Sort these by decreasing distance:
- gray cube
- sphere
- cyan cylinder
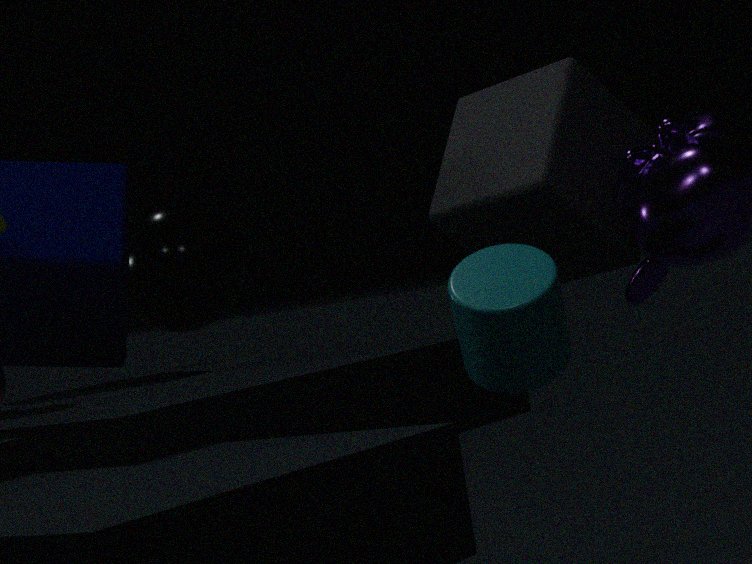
sphere, gray cube, cyan cylinder
